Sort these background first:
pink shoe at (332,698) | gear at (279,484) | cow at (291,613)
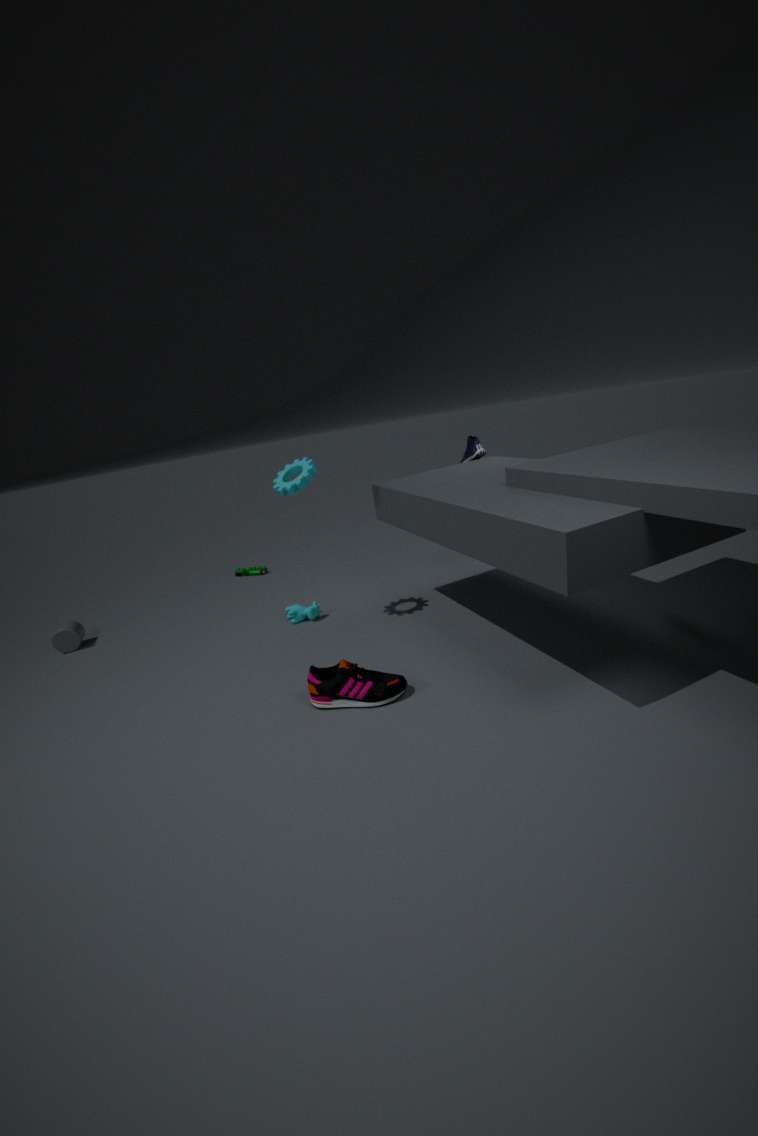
cow at (291,613), gear at (279,484), pink shoe at (332,698)
